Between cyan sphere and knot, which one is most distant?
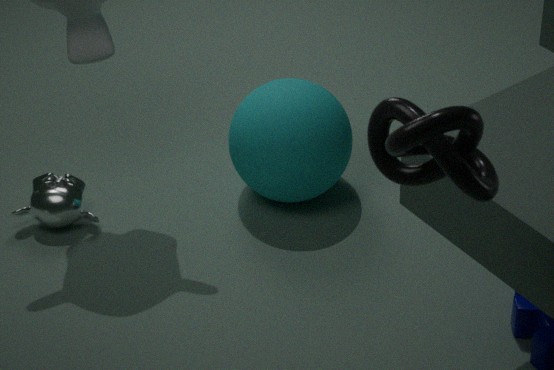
cyan sphere
